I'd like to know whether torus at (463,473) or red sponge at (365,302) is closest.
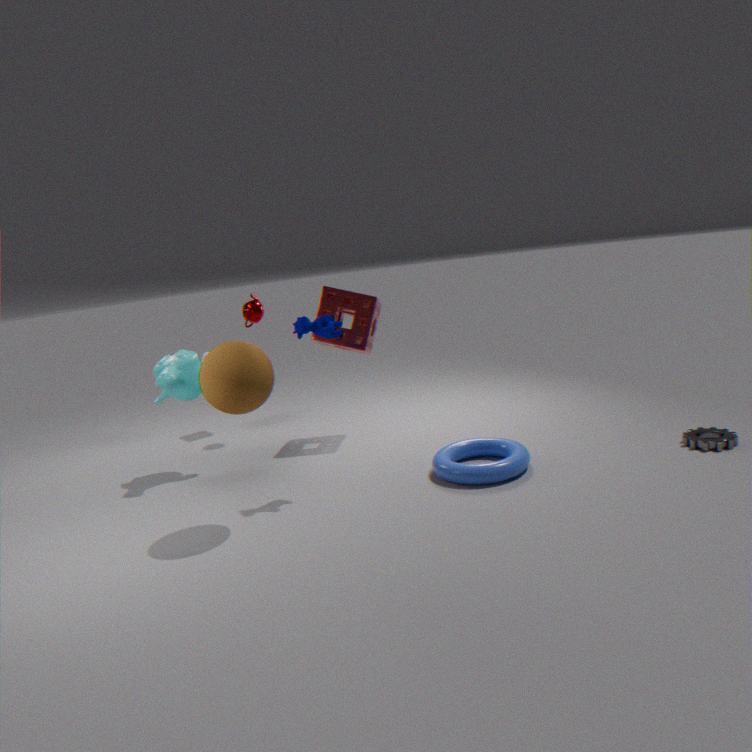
torus at (463,473)
